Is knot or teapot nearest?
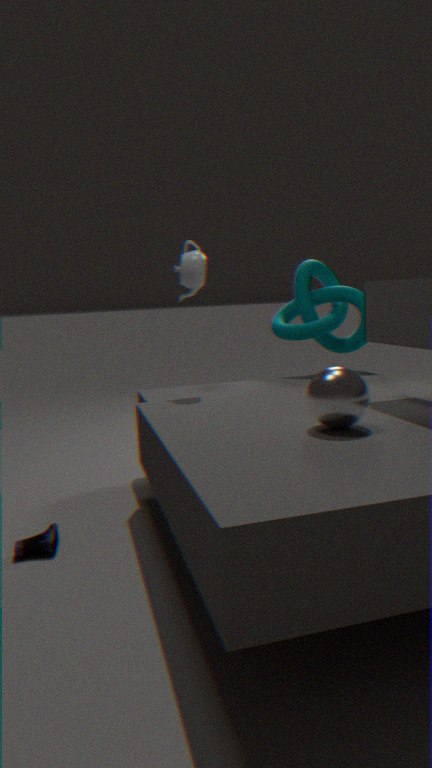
teapot
